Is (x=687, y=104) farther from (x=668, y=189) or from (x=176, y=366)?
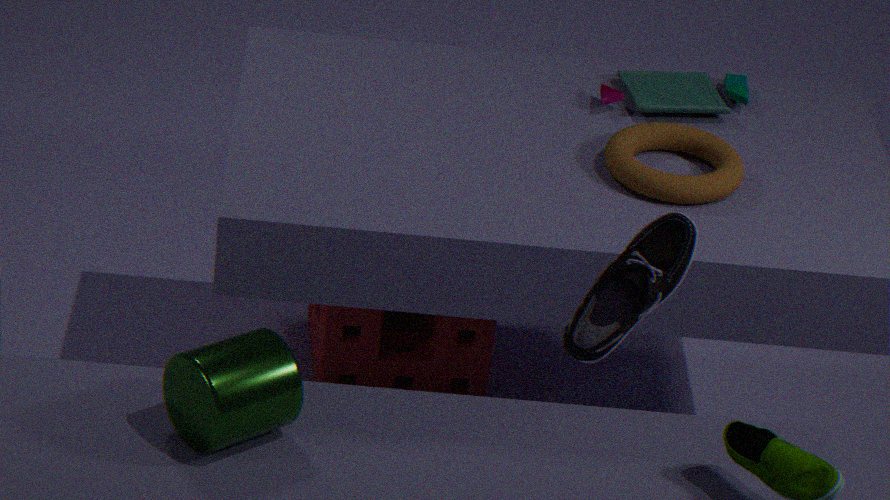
(x=176, y=366)
